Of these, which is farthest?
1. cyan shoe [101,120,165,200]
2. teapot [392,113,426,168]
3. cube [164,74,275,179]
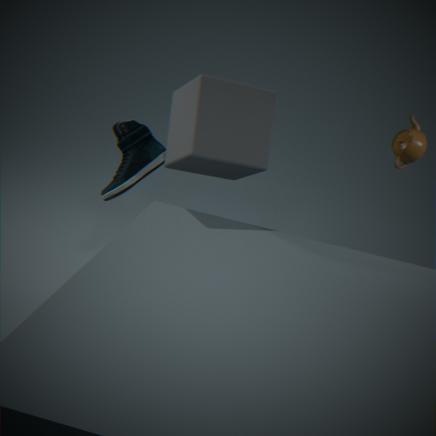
teapot [392,113,426,168]
